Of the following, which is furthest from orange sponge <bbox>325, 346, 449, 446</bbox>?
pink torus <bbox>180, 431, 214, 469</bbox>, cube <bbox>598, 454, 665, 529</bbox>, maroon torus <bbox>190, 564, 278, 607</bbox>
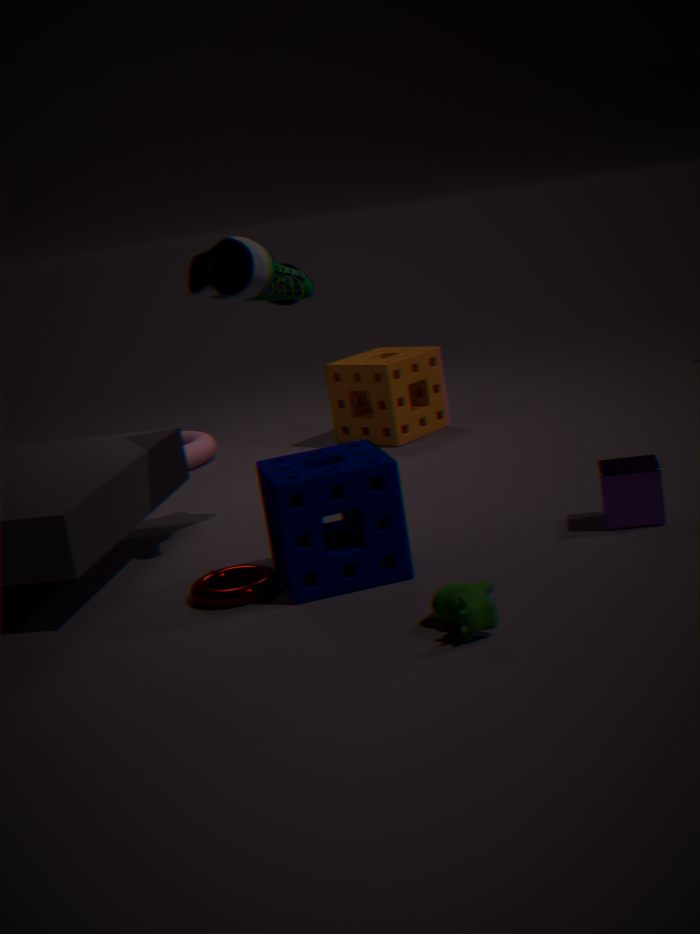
maroon torus <bbox>190, 564, 278, 607</bbox>
